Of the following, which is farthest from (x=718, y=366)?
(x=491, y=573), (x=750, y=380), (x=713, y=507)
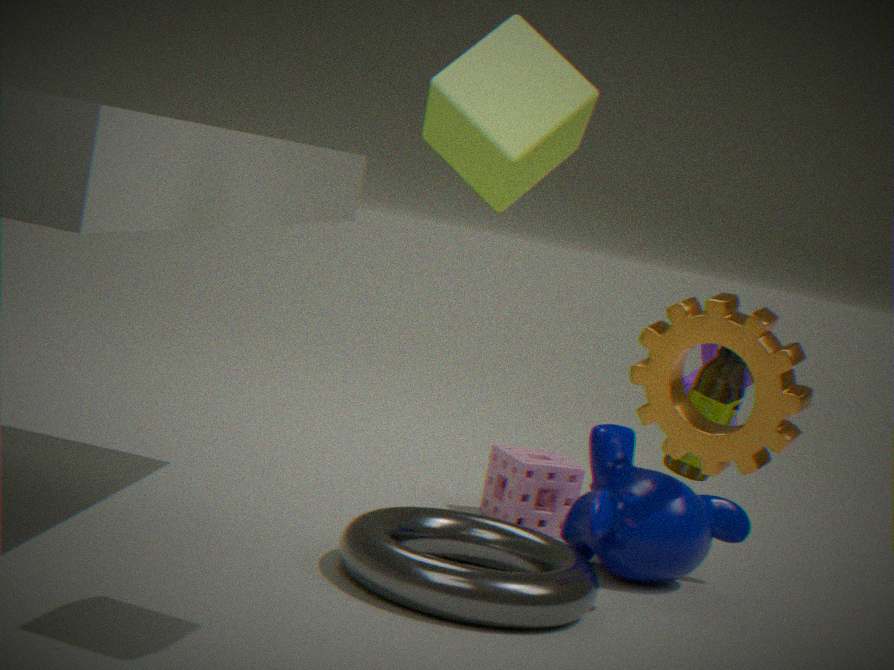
(x=491, y=573)
